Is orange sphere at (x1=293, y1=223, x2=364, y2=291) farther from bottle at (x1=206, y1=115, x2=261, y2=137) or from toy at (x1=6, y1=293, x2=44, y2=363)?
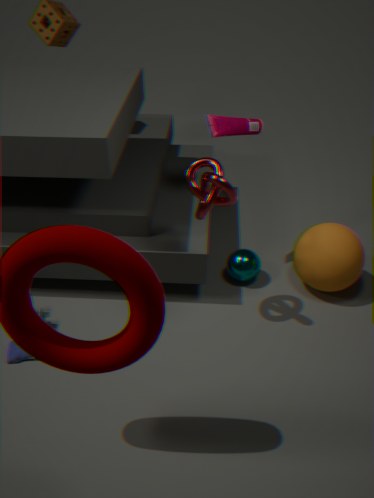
toy at (x1=6, y1=293, x2=44, y2=363)
